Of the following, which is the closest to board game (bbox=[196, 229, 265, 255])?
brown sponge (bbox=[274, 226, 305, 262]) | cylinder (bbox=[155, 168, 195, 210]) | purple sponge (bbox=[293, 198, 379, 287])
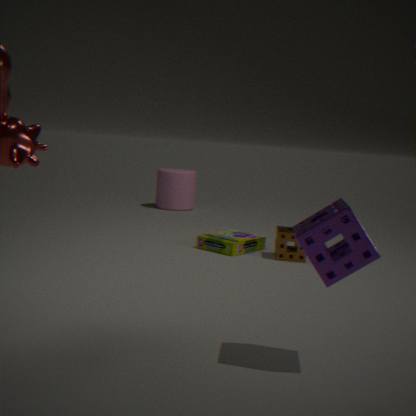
brown sponge (bbox=[274, 226, 305, 262])
